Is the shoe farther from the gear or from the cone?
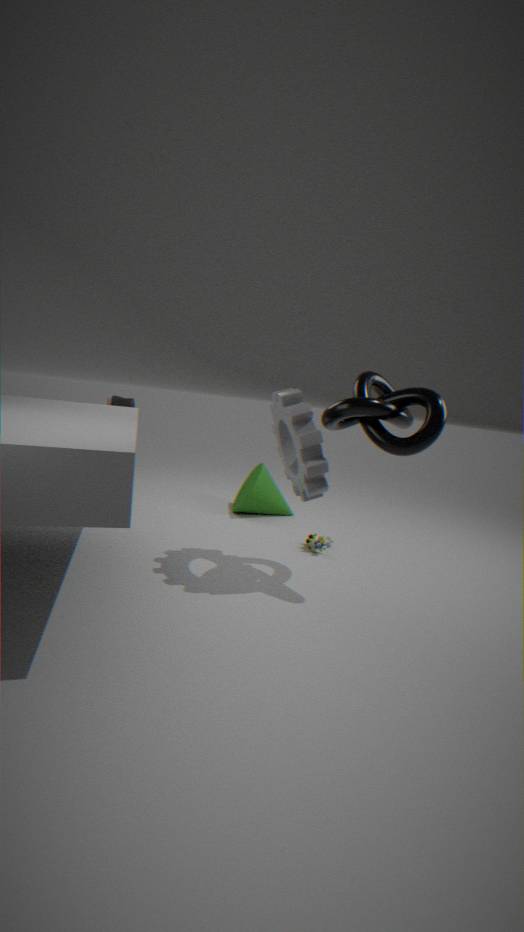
the gear
